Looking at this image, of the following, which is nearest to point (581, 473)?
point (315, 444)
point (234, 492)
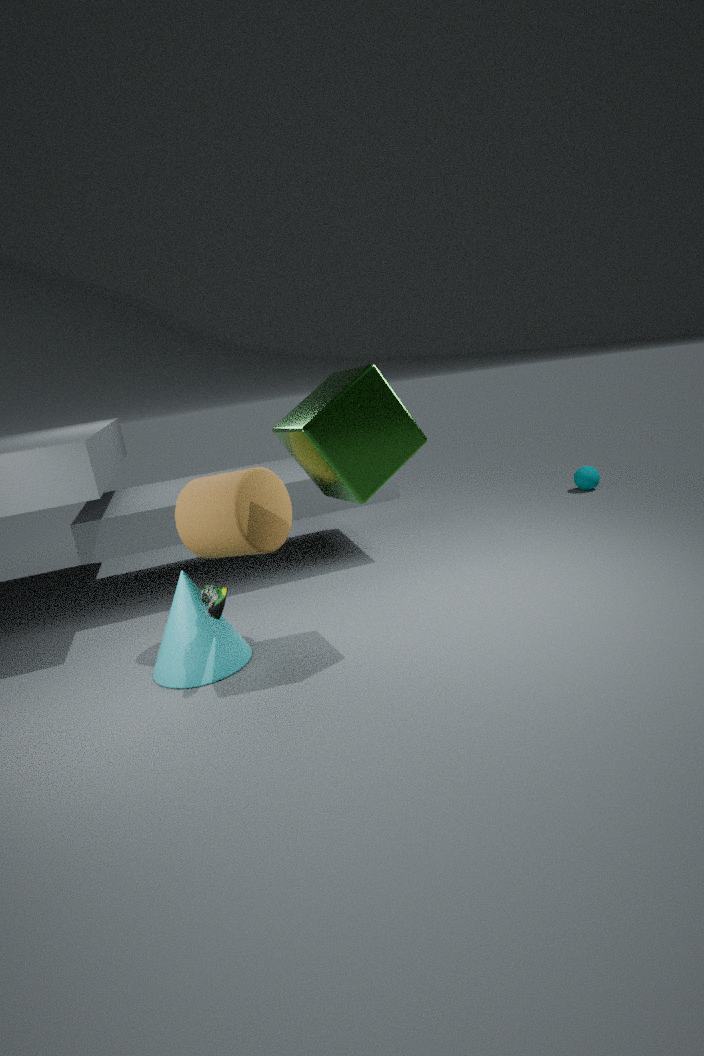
point (315, 444)
